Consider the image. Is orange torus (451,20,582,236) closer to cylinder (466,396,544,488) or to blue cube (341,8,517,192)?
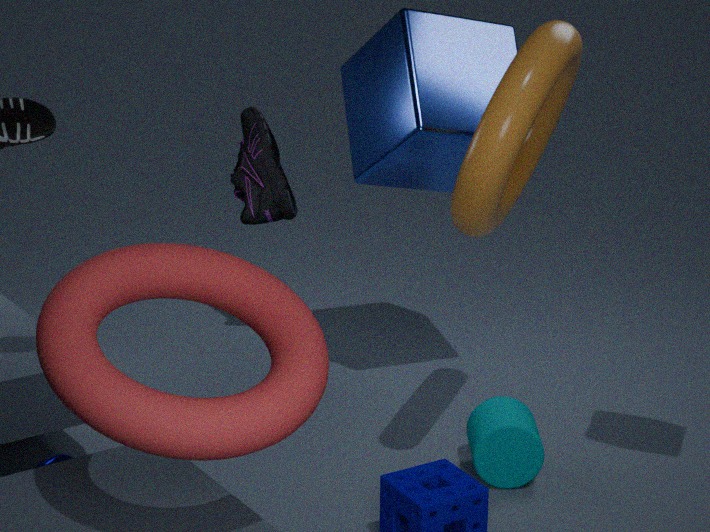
blue cube (341,8,517,192)
